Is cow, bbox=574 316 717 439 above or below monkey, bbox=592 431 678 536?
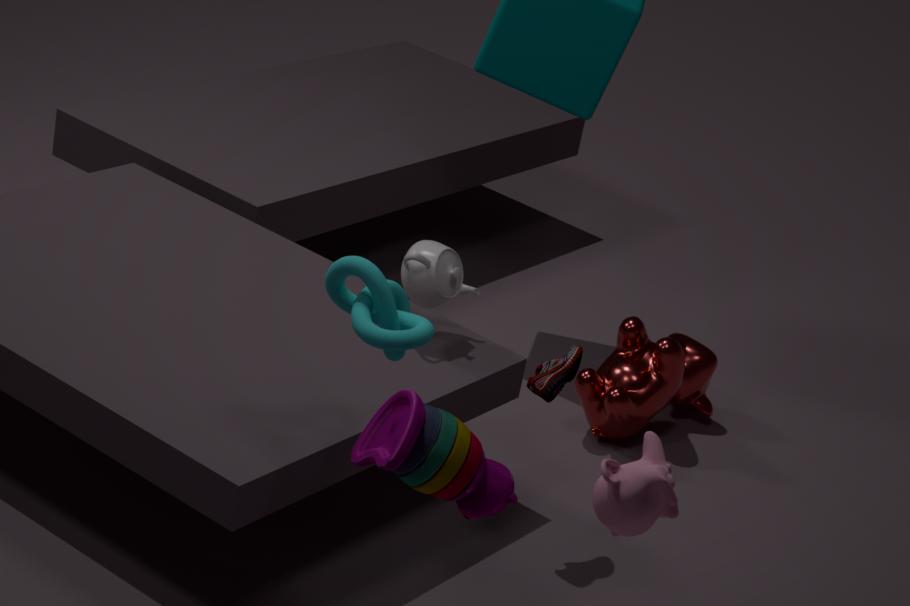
below
